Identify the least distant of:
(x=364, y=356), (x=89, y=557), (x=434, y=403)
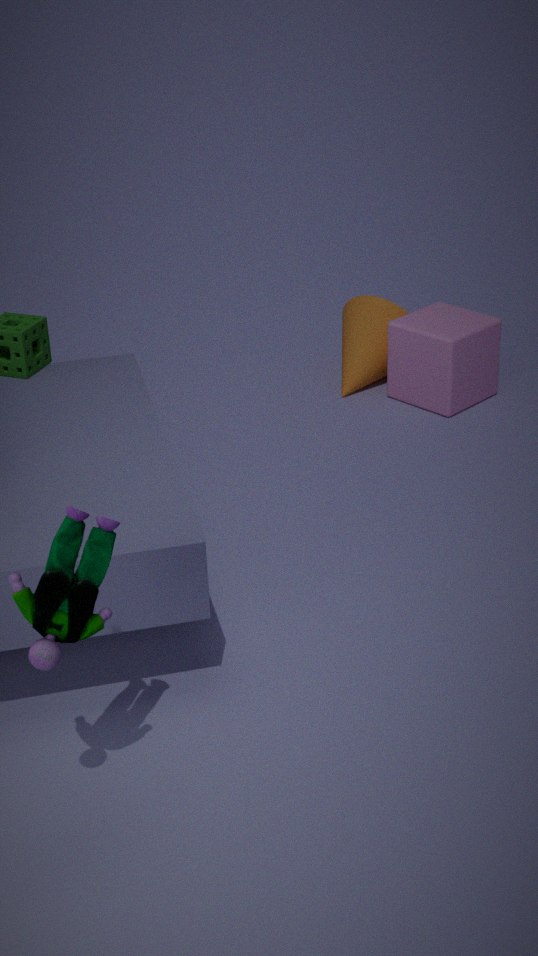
(x=89, y=557)
